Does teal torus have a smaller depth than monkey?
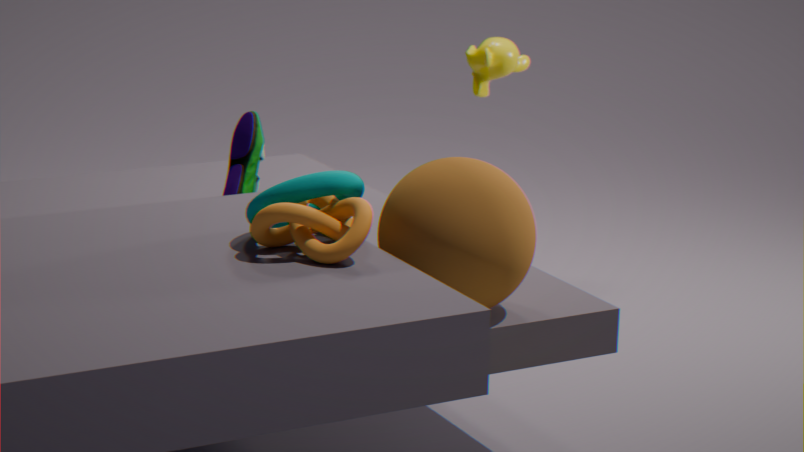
Yes
